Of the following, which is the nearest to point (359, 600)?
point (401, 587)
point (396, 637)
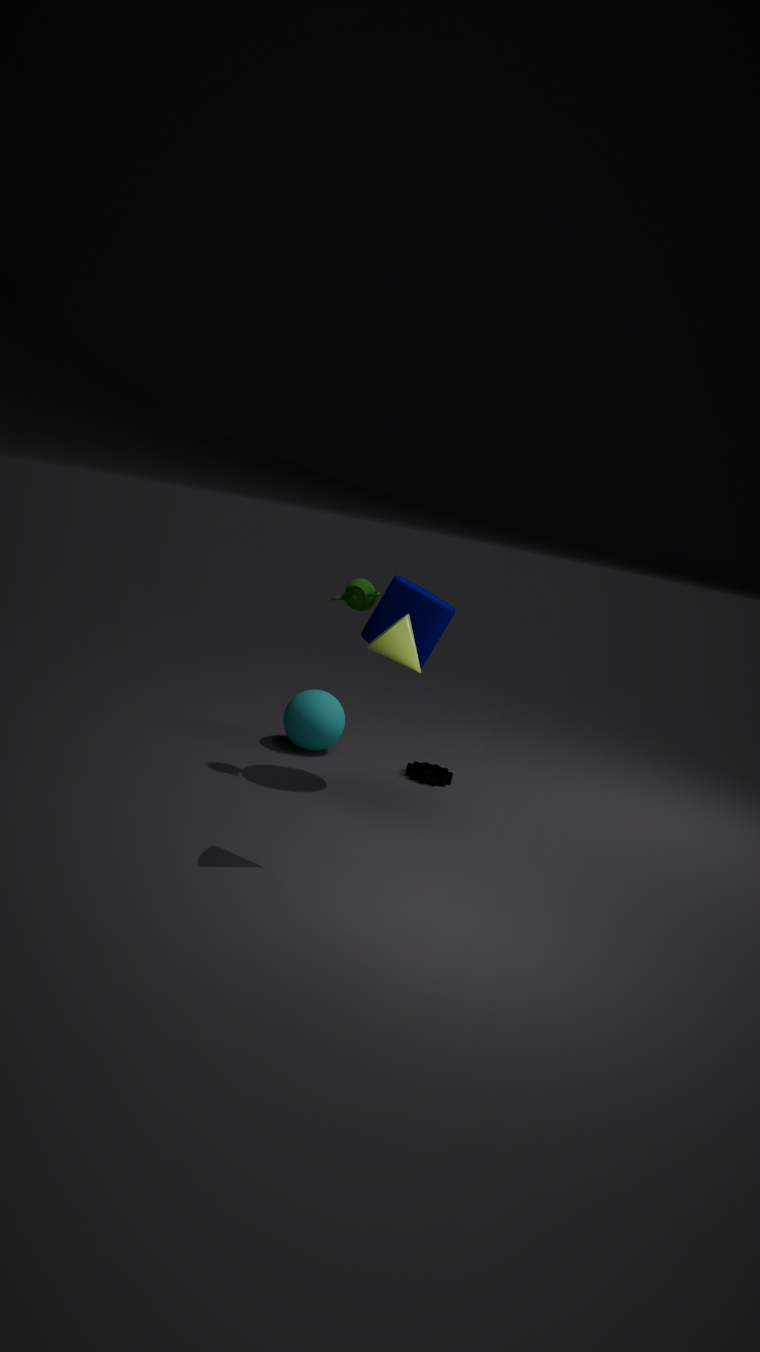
Answer: point (401, 587)
